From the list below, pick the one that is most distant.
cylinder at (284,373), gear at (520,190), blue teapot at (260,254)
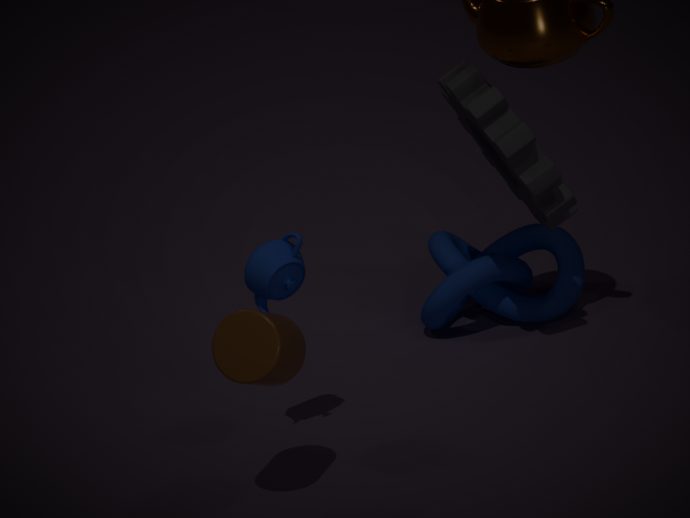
gear at (520,190)
